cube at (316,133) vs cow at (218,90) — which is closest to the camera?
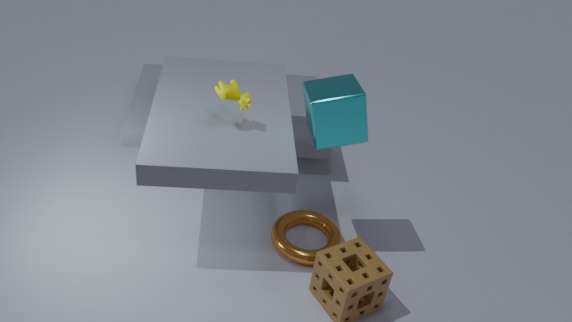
cube at (316,133)
